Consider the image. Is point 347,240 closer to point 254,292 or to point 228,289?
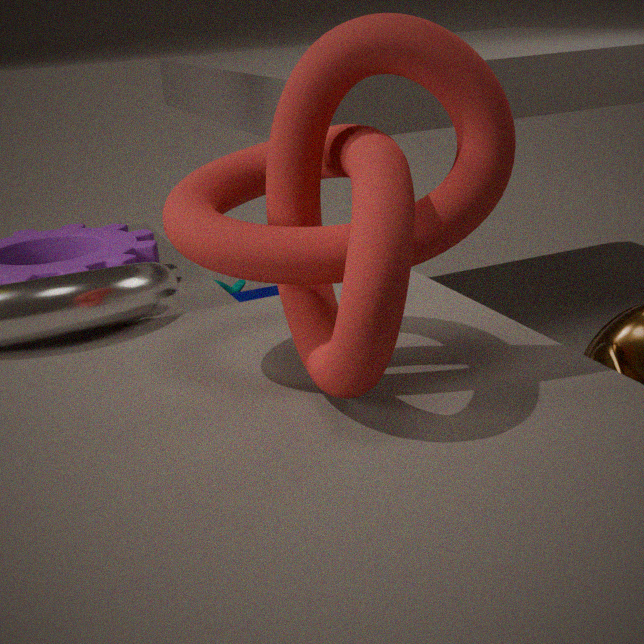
point 254,292
